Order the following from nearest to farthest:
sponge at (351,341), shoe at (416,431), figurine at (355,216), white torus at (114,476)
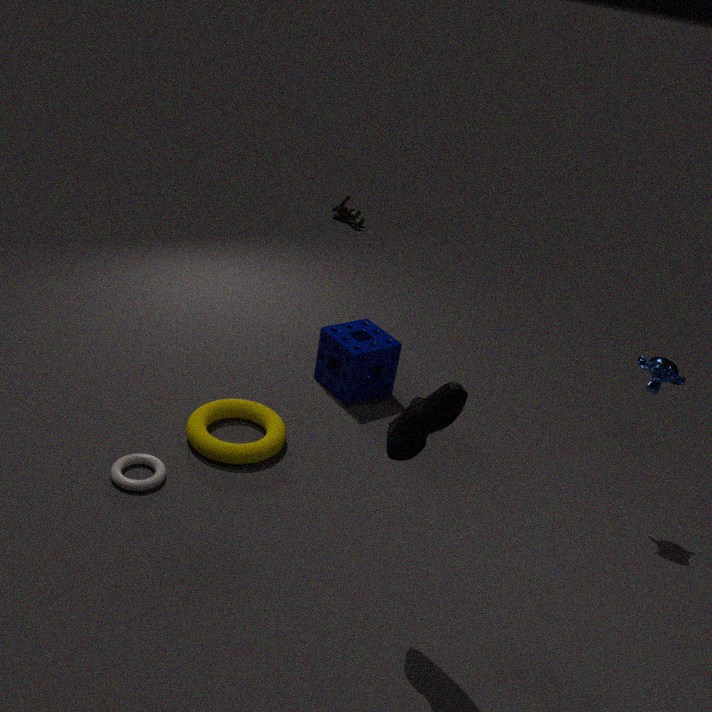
shoe at (416,431) → white torus at (114,476) → sponge at (351,341) → figurine at (355,216)
